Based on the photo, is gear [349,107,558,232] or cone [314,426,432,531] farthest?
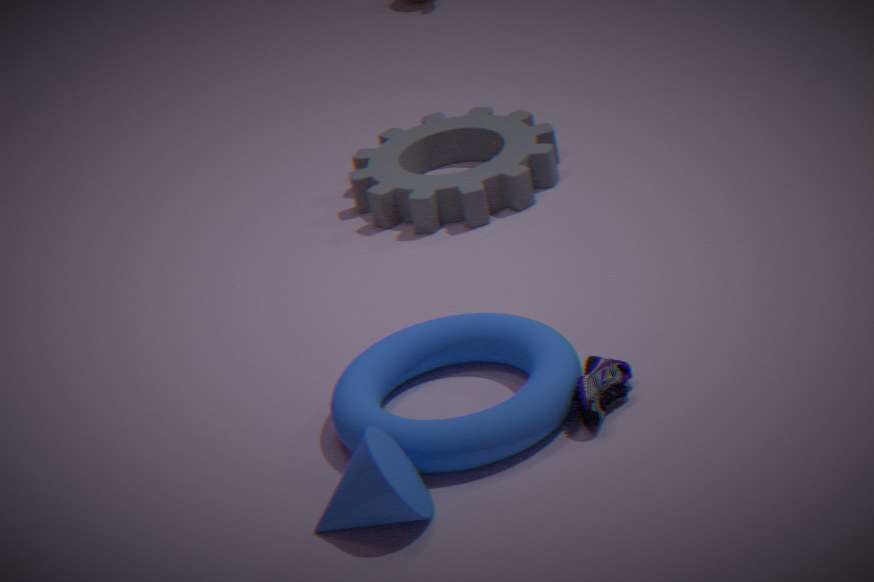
gear [349,107,558,232]
